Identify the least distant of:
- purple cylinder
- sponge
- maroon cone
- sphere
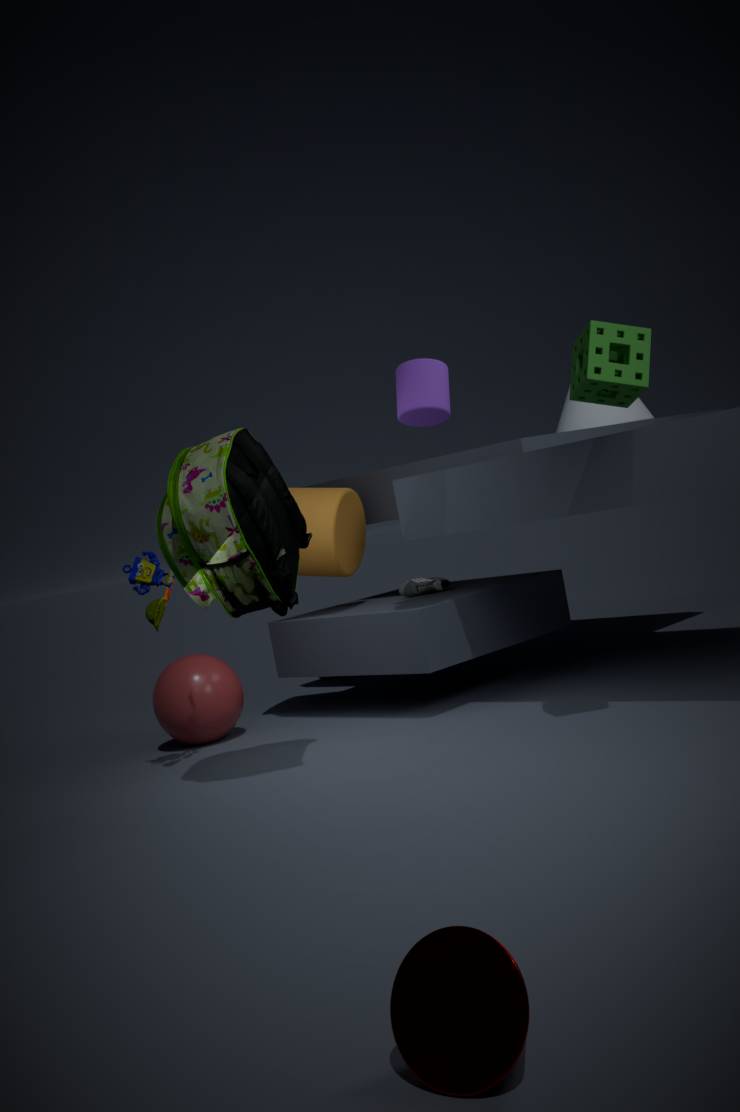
maroon cone
